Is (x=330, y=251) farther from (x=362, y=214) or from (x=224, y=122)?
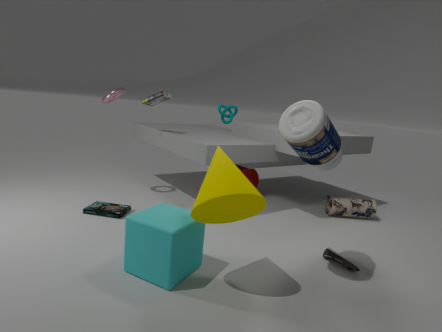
(x=224, y=122)
